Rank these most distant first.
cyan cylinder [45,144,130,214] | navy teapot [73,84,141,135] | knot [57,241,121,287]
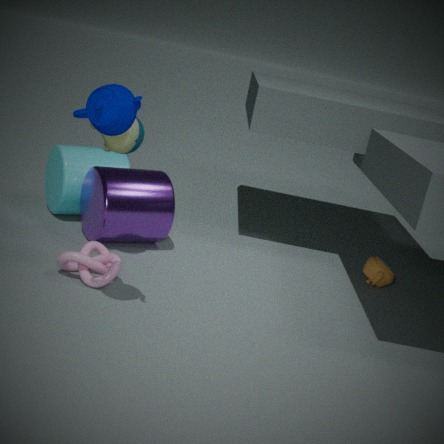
1. cyan cylinder [45,144,130,214]
2. knot [57,241,121,287]
3. navy teapot [73,84,141,135]
